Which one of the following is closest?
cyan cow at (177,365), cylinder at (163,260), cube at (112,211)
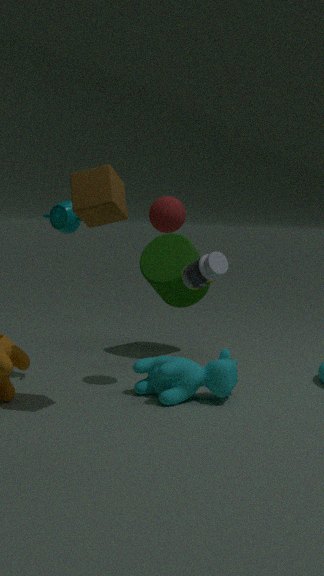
cube at (112,211)
